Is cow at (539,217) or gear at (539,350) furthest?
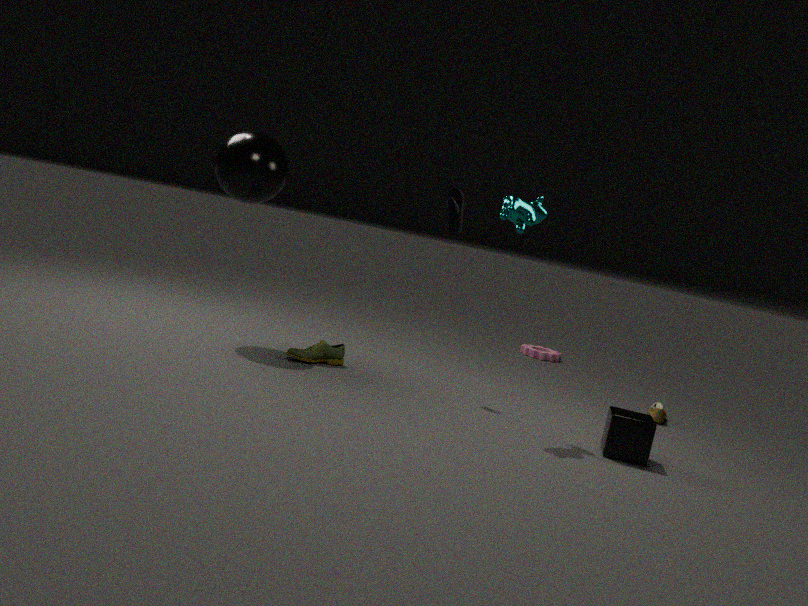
gear at (539,350)
